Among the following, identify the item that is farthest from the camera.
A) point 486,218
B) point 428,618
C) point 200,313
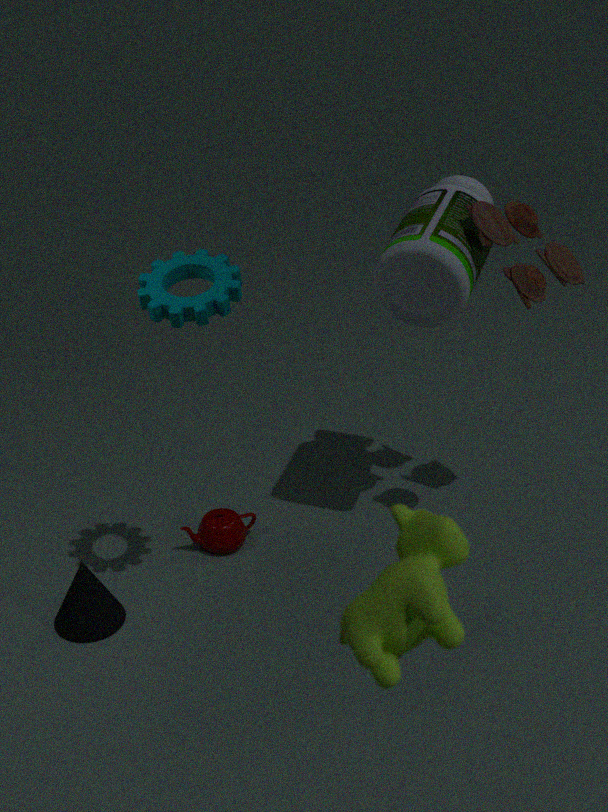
point 486,218
